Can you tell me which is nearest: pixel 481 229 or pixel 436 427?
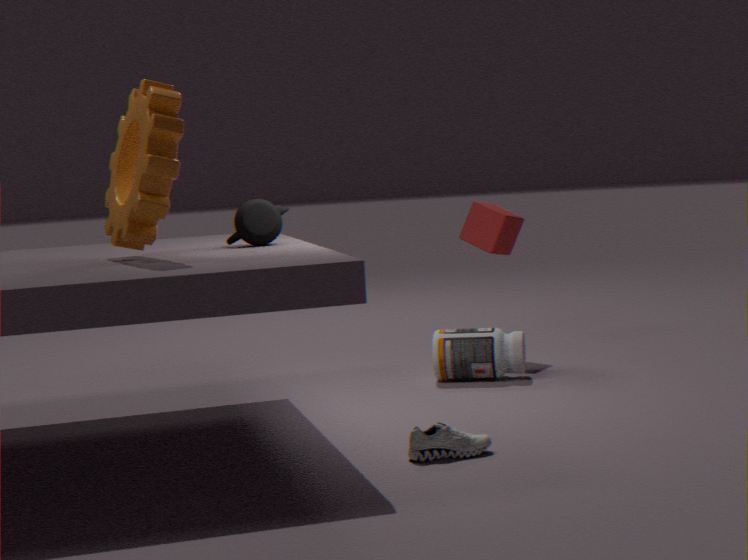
pixel 436 427
